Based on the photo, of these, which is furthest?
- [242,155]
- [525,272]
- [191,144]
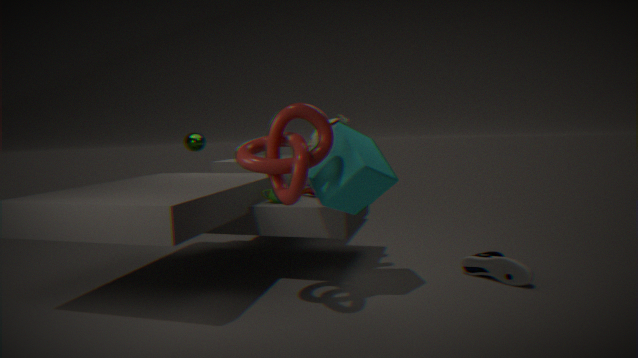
[191,144]
